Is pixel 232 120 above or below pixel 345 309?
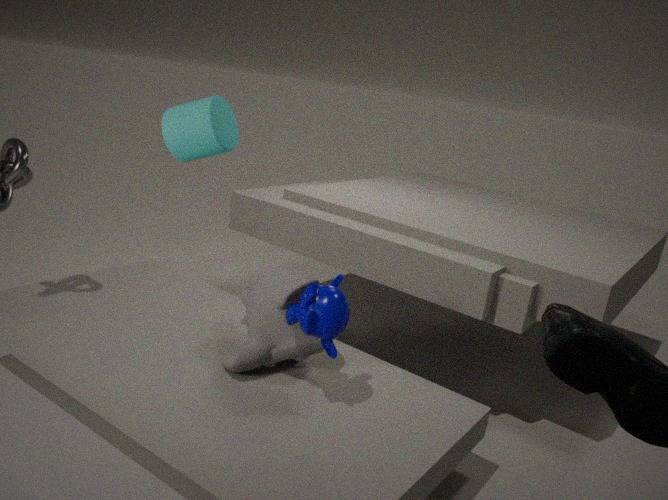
above
